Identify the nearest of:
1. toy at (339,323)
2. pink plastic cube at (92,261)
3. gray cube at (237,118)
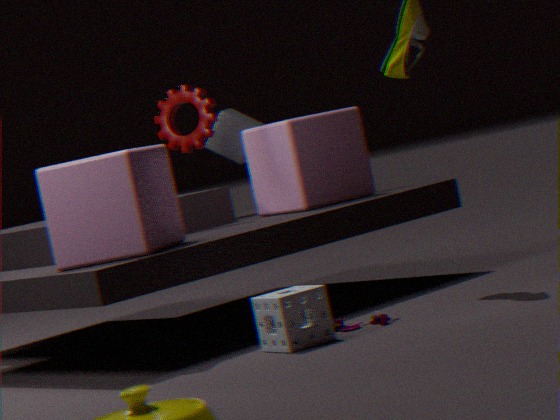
toy at (339,323)
